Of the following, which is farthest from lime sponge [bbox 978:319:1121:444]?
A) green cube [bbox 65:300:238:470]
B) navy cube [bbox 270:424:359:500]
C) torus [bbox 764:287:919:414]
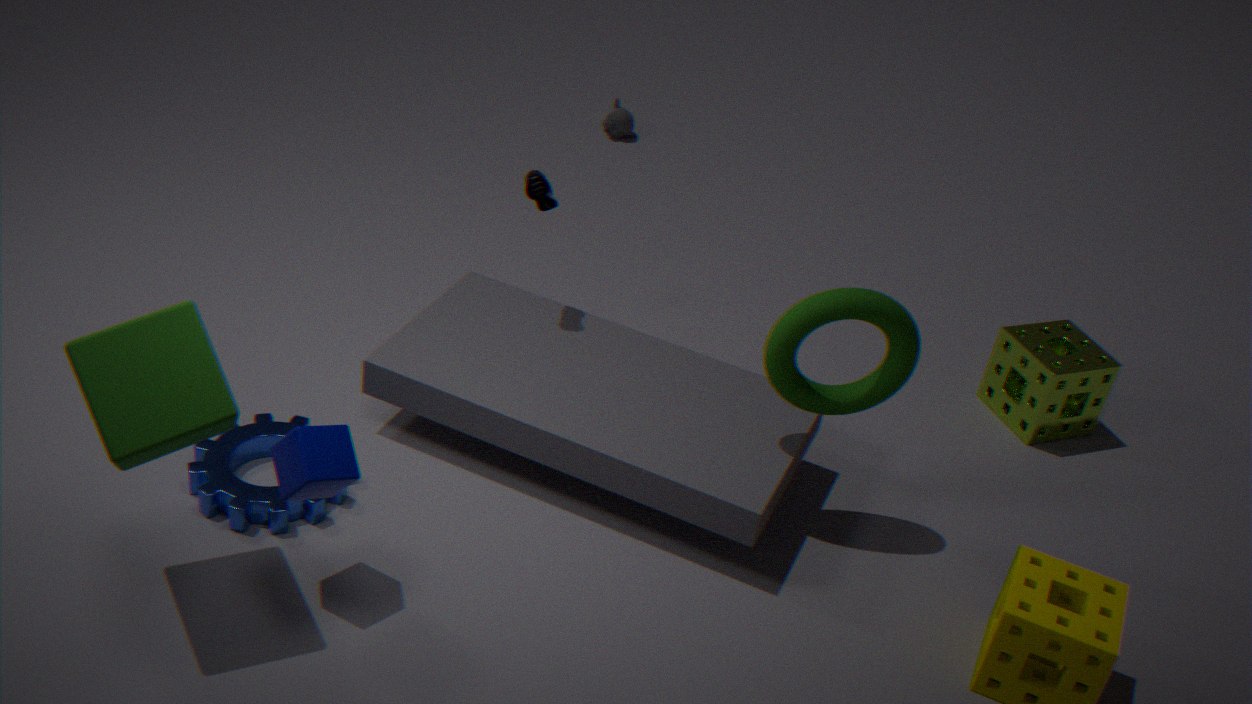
green cube [bbox 65:300:238:470]
